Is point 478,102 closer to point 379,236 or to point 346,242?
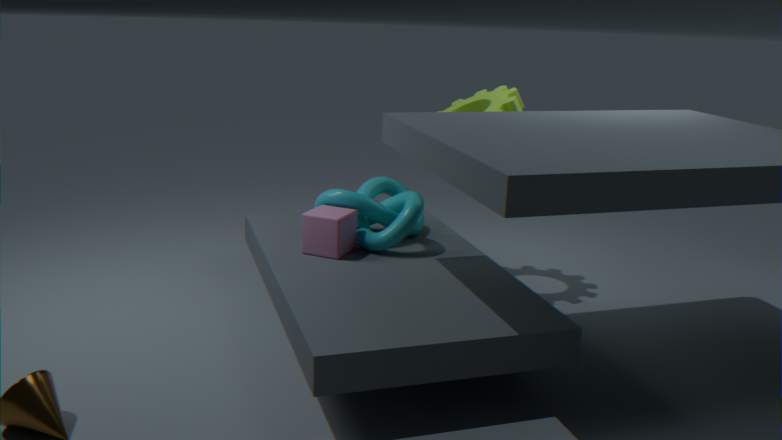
point 379,236
